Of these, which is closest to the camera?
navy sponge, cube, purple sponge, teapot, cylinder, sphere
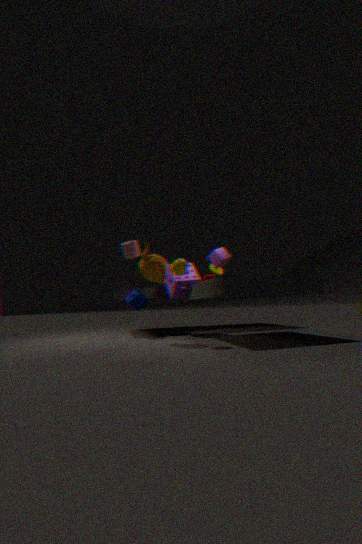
sphere
